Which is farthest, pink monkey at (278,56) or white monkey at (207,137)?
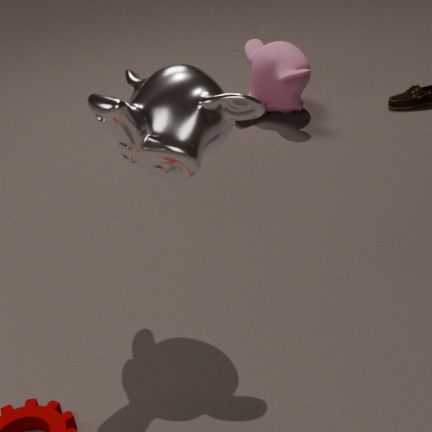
pink monkey at (278,56)
